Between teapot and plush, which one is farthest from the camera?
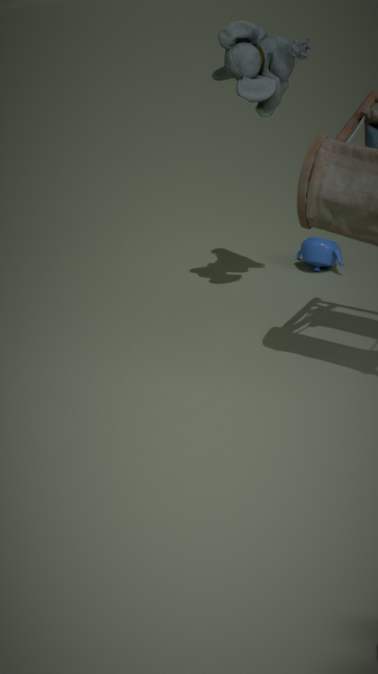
teapot
